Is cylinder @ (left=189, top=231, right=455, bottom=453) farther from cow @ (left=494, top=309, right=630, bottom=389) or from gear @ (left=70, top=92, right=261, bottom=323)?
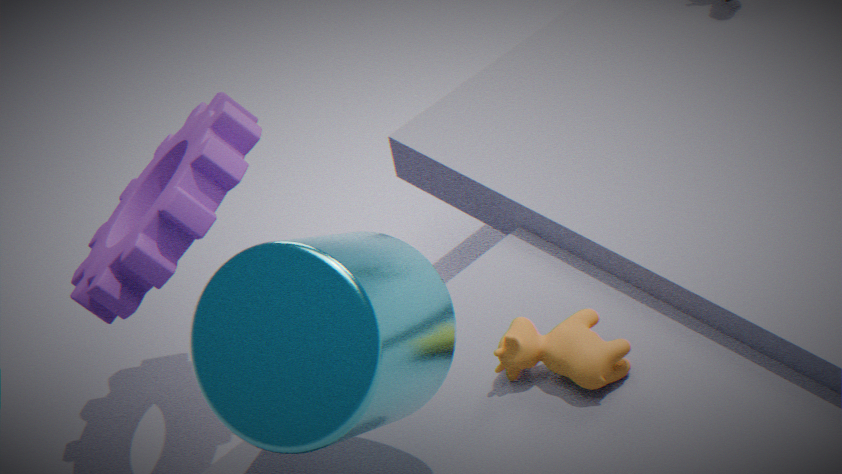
gear @ (left=70, top=92, right=261, bottom=323)
